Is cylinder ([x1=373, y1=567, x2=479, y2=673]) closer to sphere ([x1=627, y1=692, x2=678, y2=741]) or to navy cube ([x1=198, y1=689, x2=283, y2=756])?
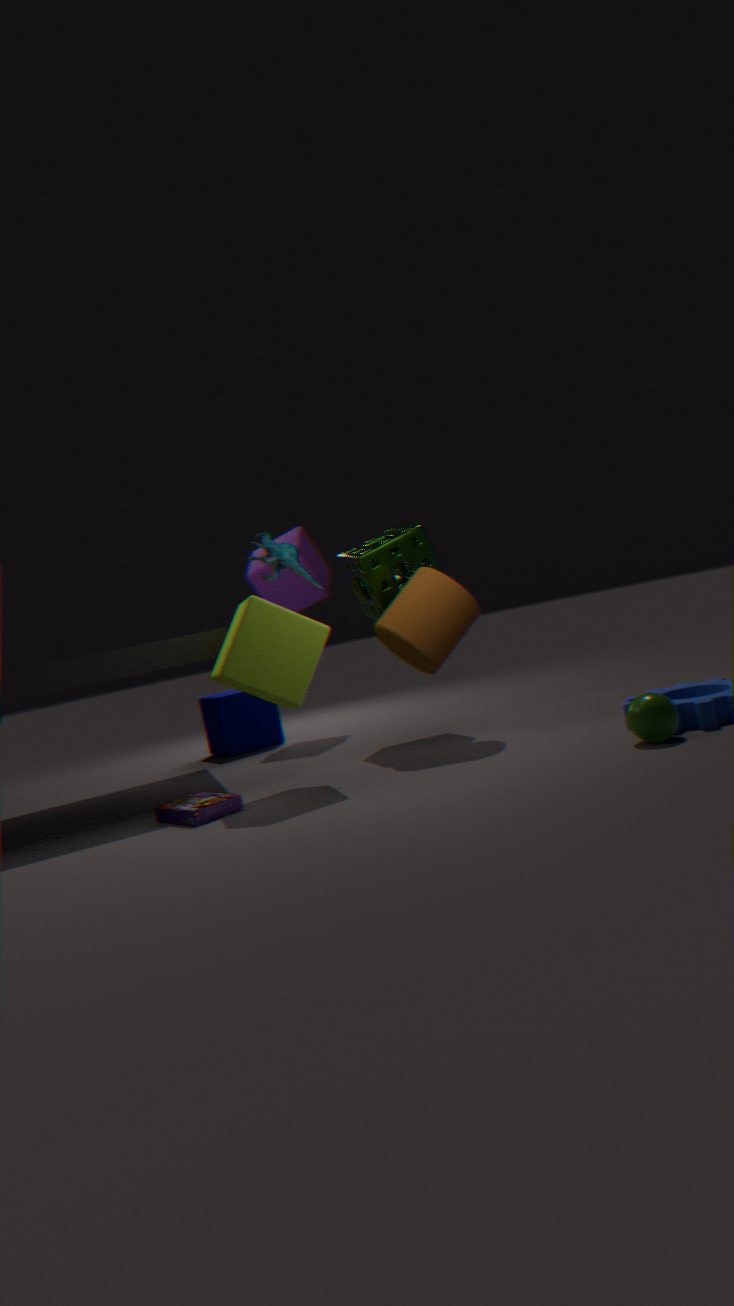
sphere ([x1=627, y1=692, x2=678, y2=741])
